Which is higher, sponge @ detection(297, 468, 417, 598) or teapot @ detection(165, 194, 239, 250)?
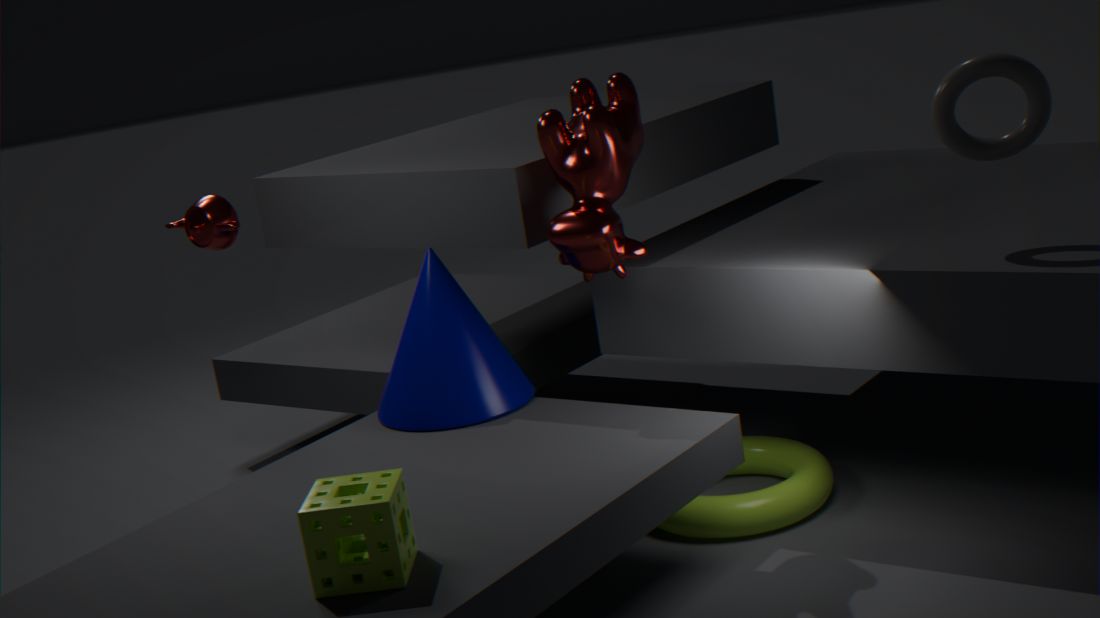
teapot @ detection(165, 194, 239, 250)
